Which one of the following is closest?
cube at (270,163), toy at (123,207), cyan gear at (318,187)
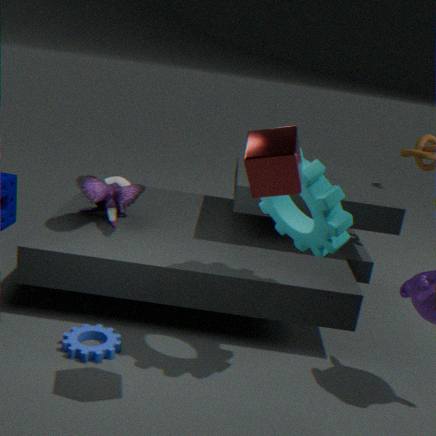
cube at (270,163)
